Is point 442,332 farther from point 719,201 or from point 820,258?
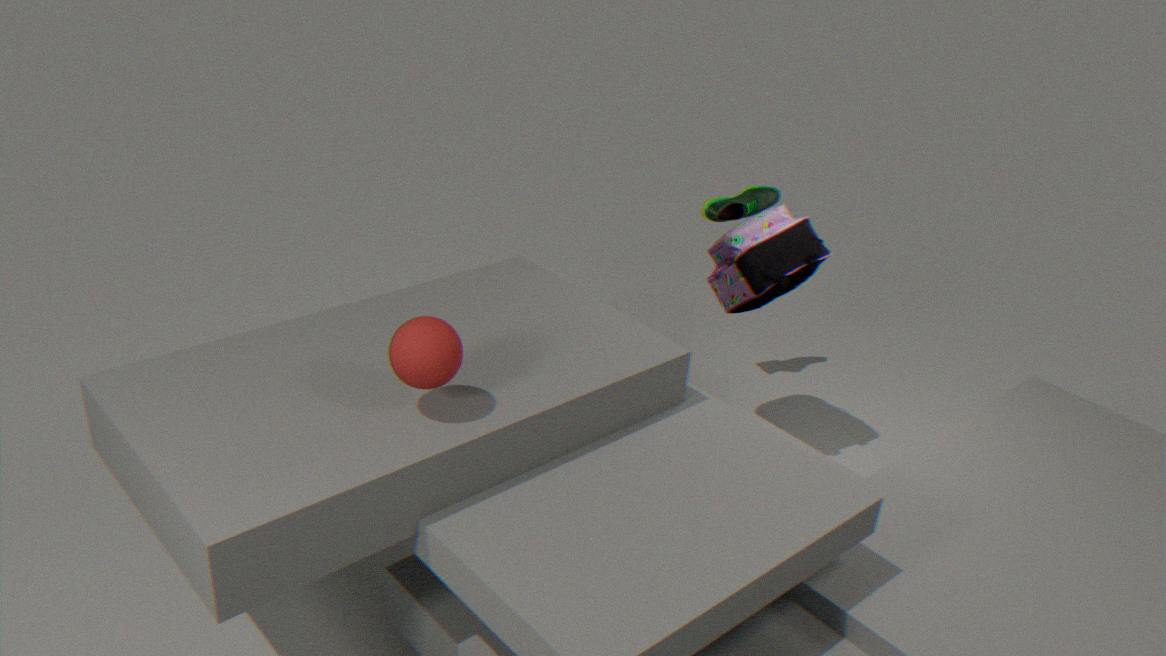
point 719,201
